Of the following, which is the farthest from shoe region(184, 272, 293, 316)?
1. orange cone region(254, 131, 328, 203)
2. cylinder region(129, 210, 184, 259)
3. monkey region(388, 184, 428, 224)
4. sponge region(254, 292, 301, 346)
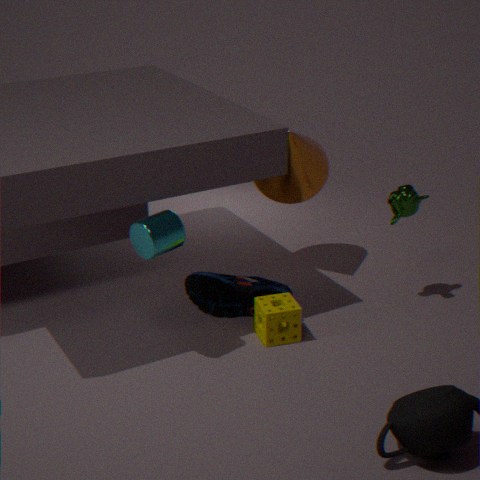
monkey region(388, 184, 428, 224)
